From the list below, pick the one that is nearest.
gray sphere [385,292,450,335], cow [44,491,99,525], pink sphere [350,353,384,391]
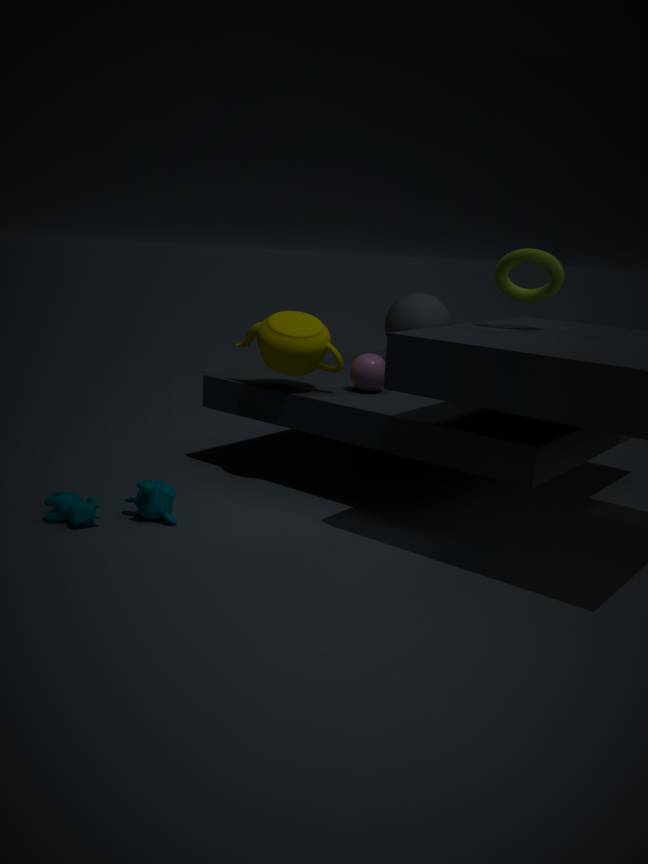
cow [44,491,99,525]
